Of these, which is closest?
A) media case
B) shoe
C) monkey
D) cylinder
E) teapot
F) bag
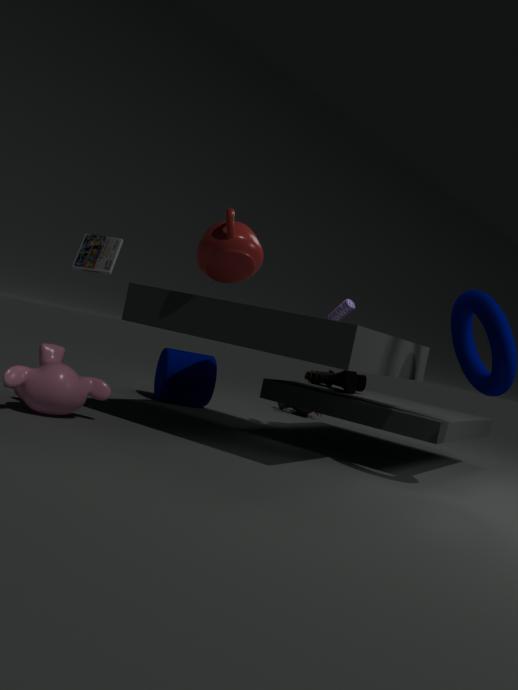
monkey
